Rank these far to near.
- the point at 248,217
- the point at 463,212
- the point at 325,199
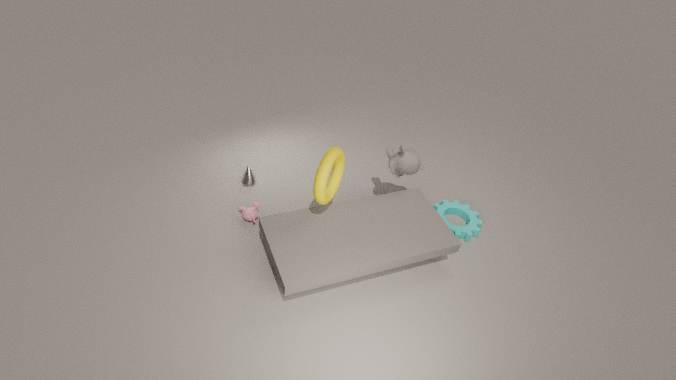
the point at 463,212 → the point at 248,217 → the point at 325,199
